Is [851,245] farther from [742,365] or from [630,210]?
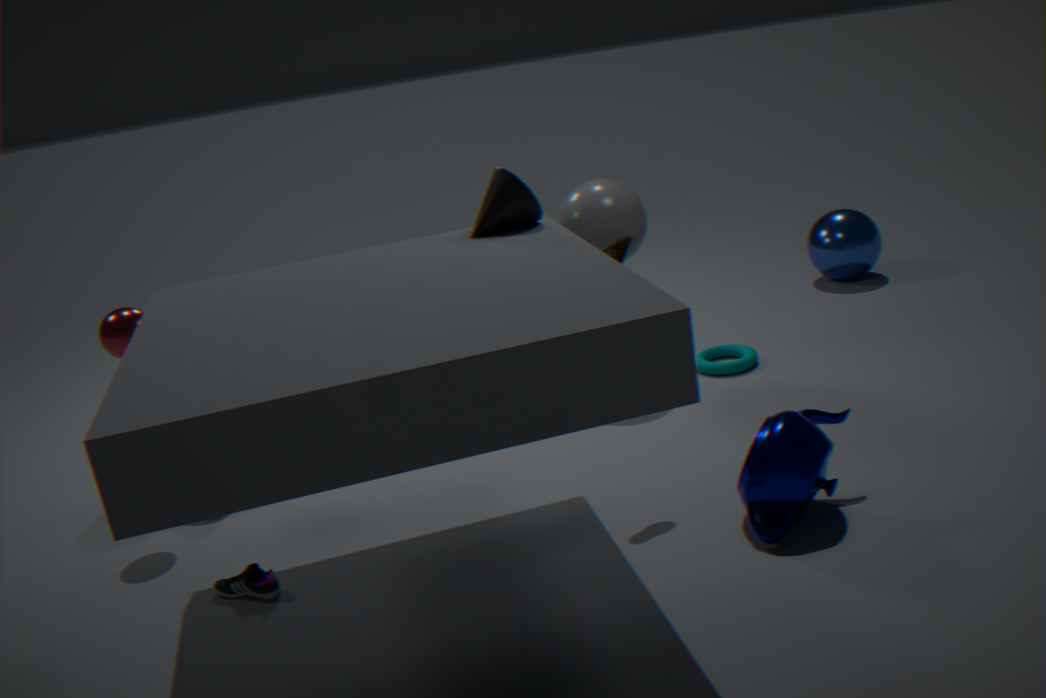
[630,210]
